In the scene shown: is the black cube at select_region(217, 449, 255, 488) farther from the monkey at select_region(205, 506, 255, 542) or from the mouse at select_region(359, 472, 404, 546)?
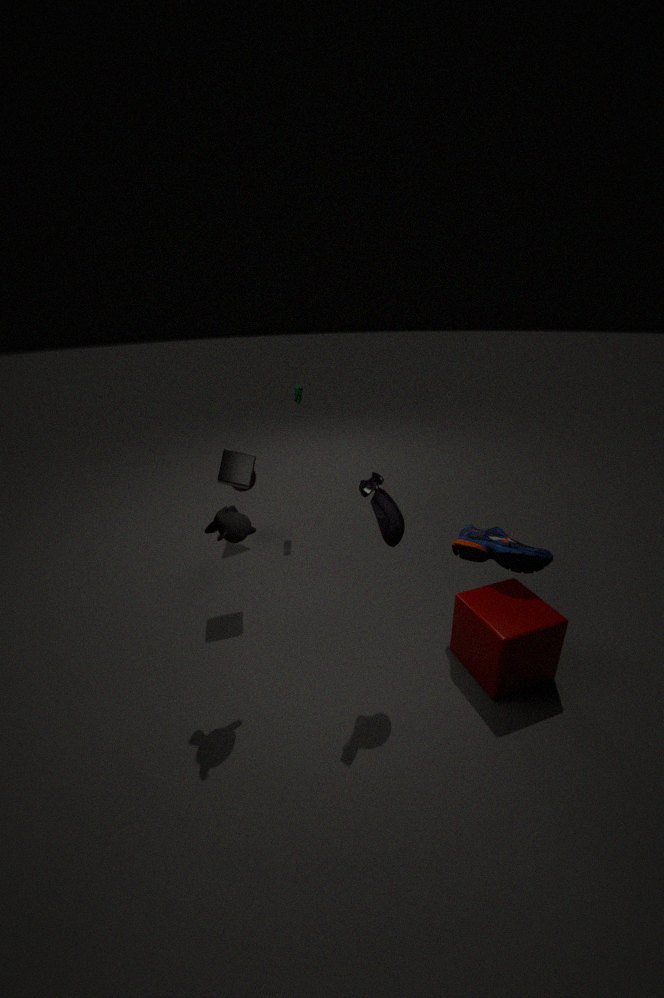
the mouse at select_region(359, 472, 404, 546)
